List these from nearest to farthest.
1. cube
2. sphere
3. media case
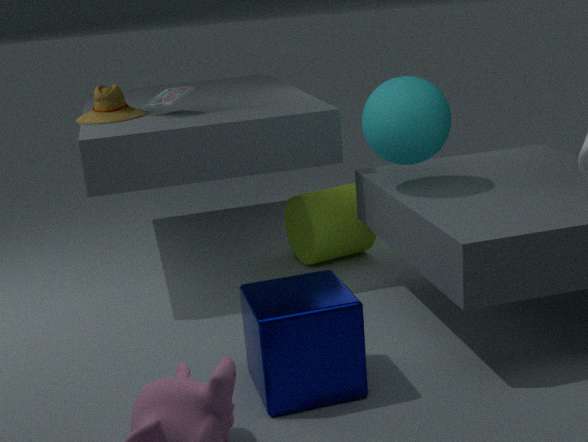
cube, sphere, media case
